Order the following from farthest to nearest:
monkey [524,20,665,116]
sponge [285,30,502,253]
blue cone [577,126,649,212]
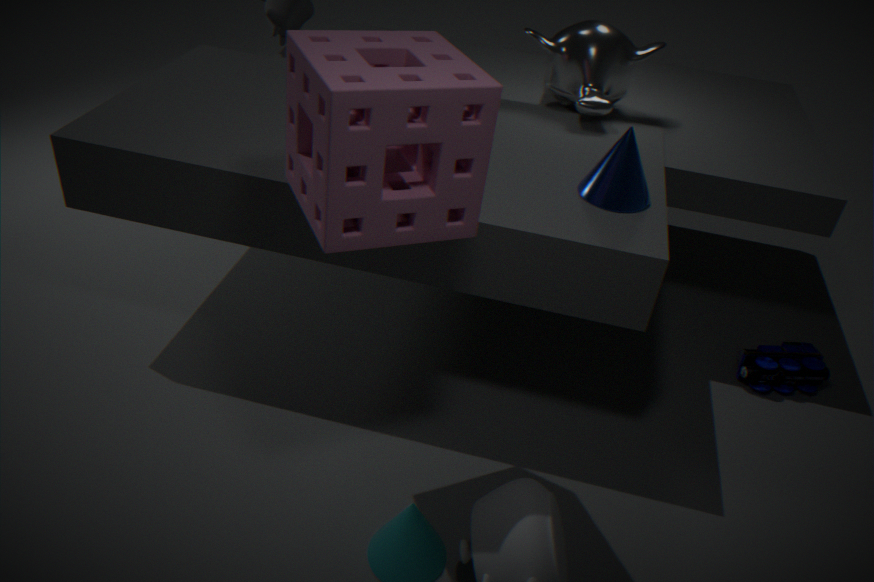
monkey [524,20,665,116] → blue cone [577,126,649,212] → sponge [285,30,502,253]
